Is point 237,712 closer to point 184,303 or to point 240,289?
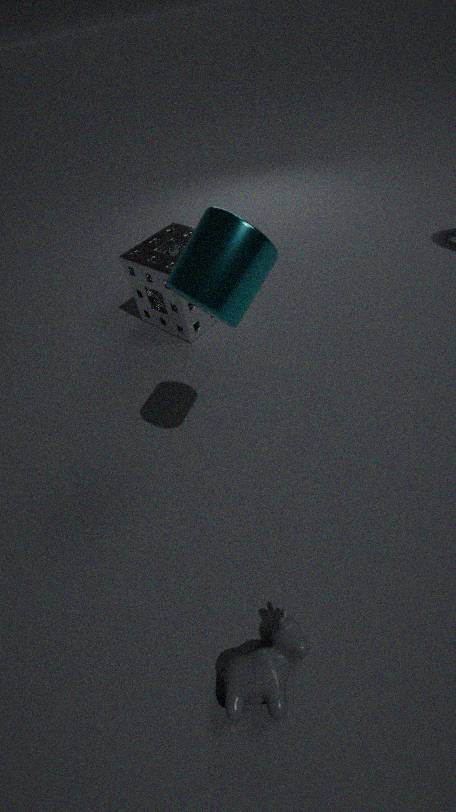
point 240,289
